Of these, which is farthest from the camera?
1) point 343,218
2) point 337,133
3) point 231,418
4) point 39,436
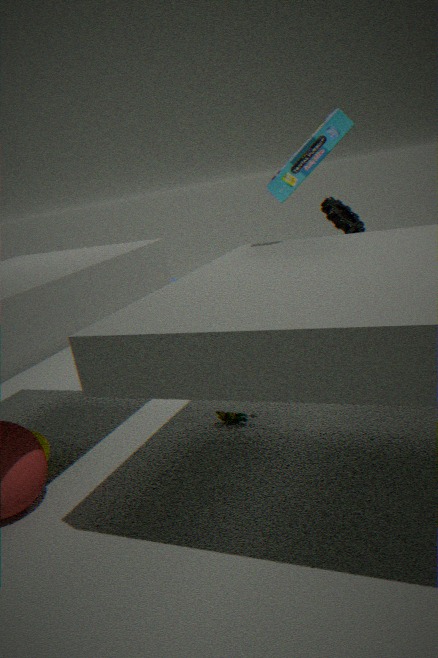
1. point 343,218
